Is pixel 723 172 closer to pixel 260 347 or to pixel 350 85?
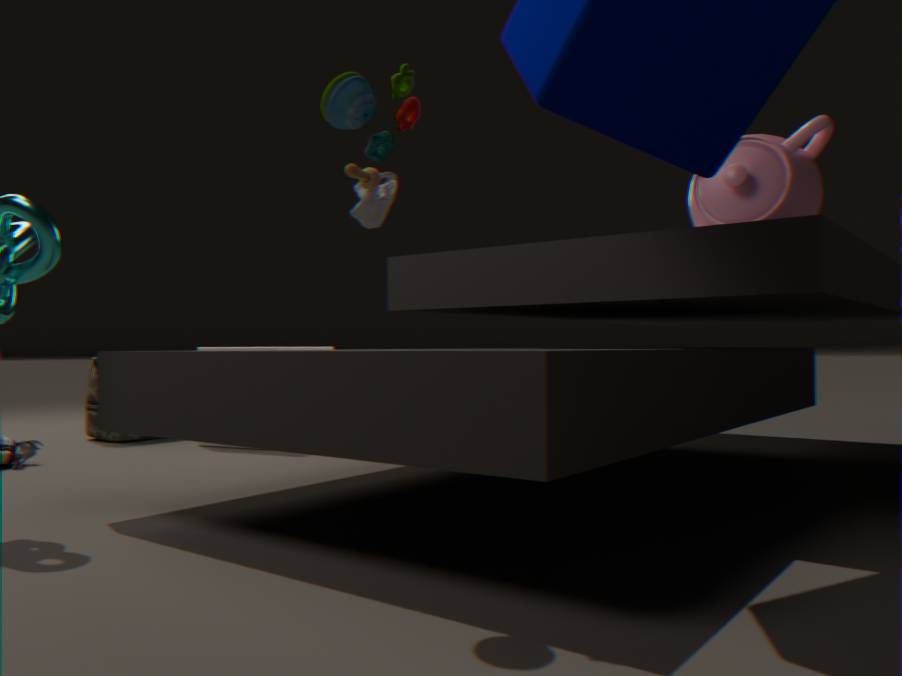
pixel 350 85
